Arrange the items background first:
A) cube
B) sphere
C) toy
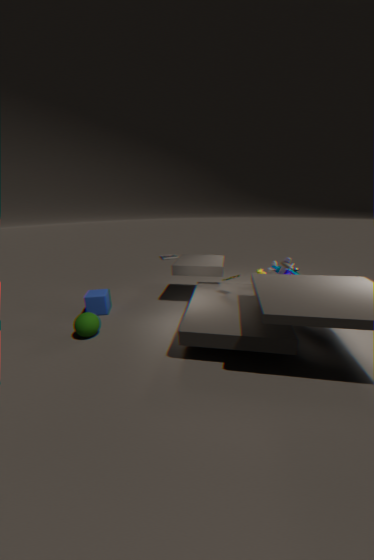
cube
toy
sphere
